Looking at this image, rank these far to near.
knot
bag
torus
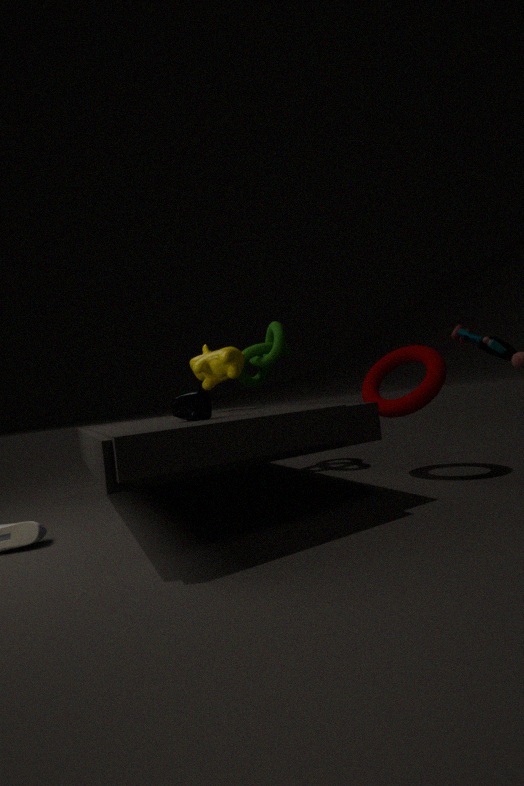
knot → torus → bag
